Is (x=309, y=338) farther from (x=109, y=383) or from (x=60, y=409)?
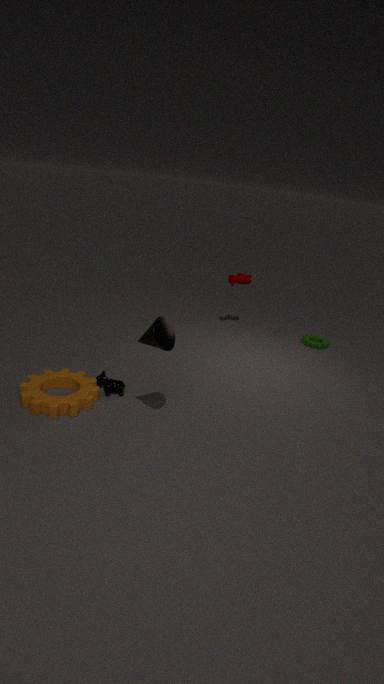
(x=60, y=409)
